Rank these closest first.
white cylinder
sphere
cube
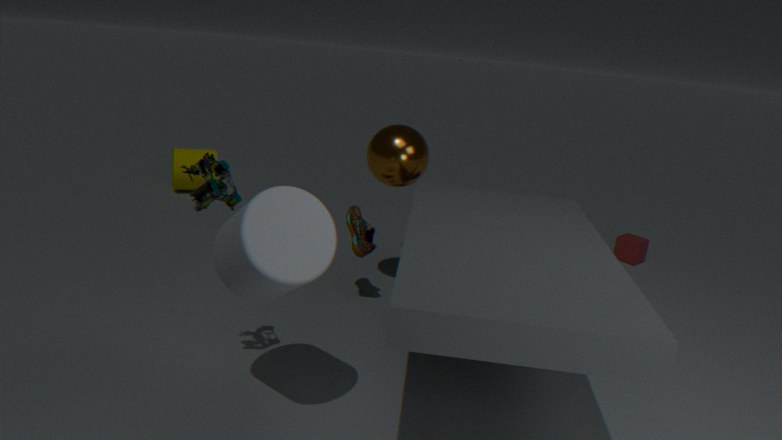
white cylinder → sphere → cube
